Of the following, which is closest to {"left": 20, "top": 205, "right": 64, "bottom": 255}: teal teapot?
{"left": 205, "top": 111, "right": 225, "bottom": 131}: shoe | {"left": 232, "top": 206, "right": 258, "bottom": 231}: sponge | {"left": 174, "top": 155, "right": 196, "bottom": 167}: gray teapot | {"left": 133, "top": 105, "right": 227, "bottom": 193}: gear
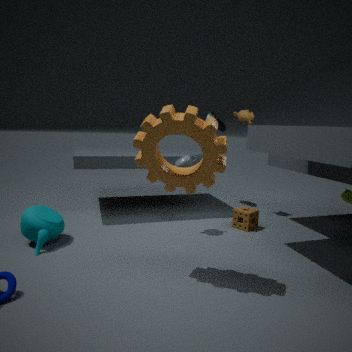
{"left": 133, "top": 105, "right": 227, "bottom": 193}: gear
